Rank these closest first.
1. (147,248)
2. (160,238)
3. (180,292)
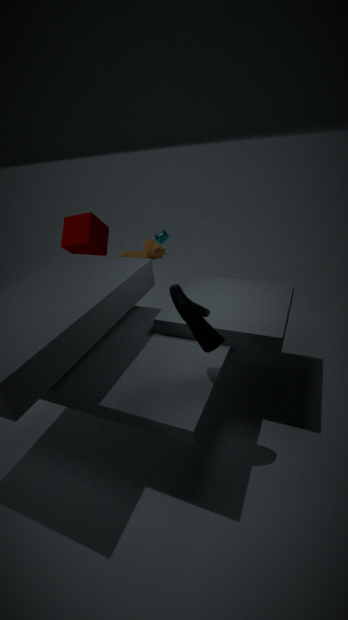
(180,292), (147,248), (160,238)
